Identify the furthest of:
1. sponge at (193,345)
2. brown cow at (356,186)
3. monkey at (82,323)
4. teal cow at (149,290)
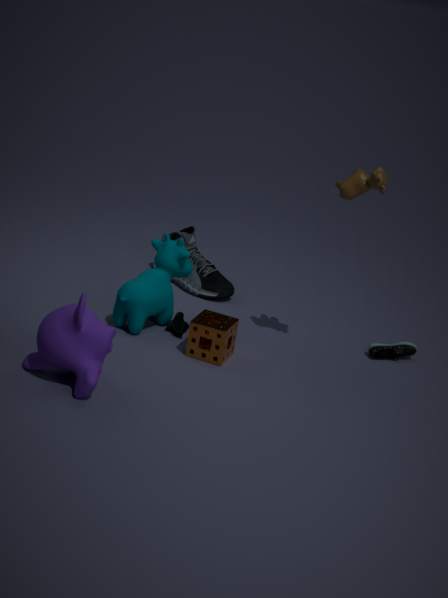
teal cow at (149,290)
